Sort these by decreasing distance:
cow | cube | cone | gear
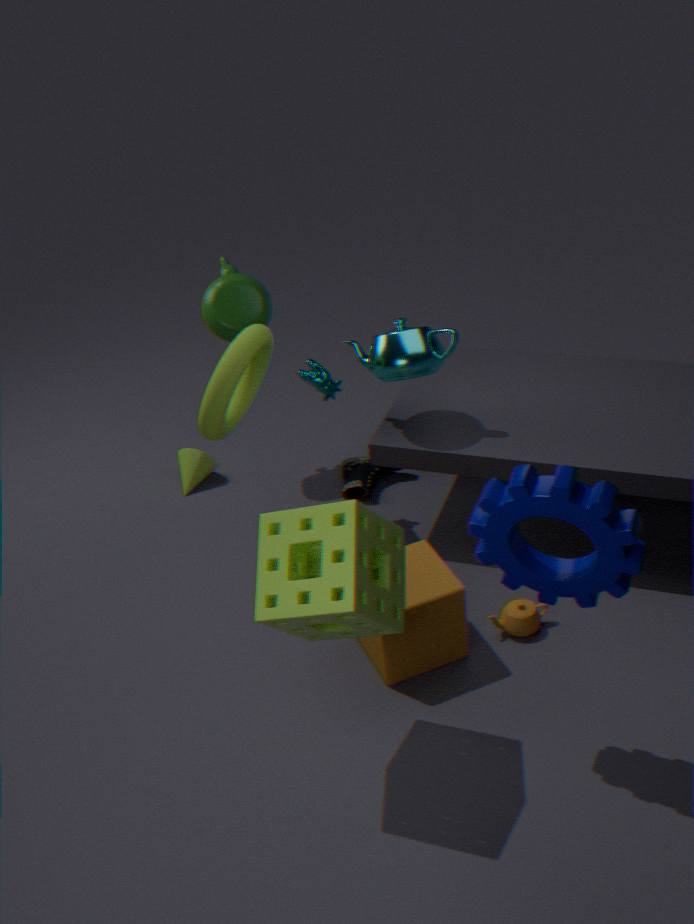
Result: cone, cow, cube, gear
